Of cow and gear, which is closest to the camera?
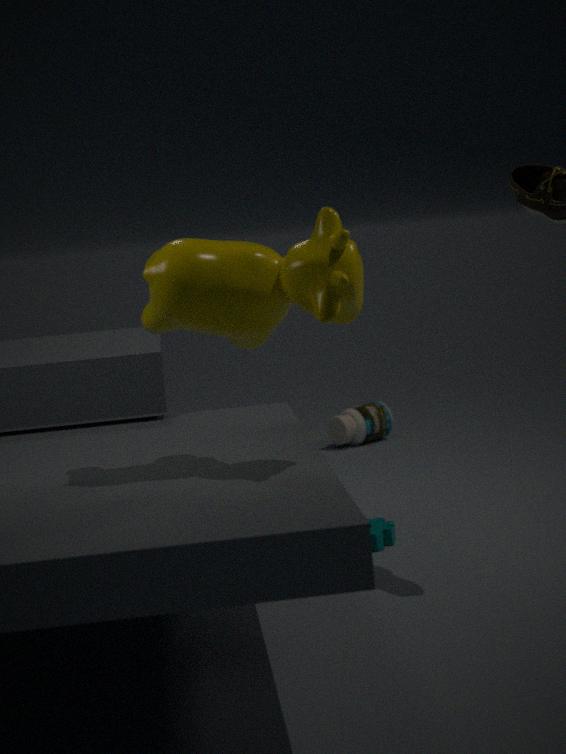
cow
